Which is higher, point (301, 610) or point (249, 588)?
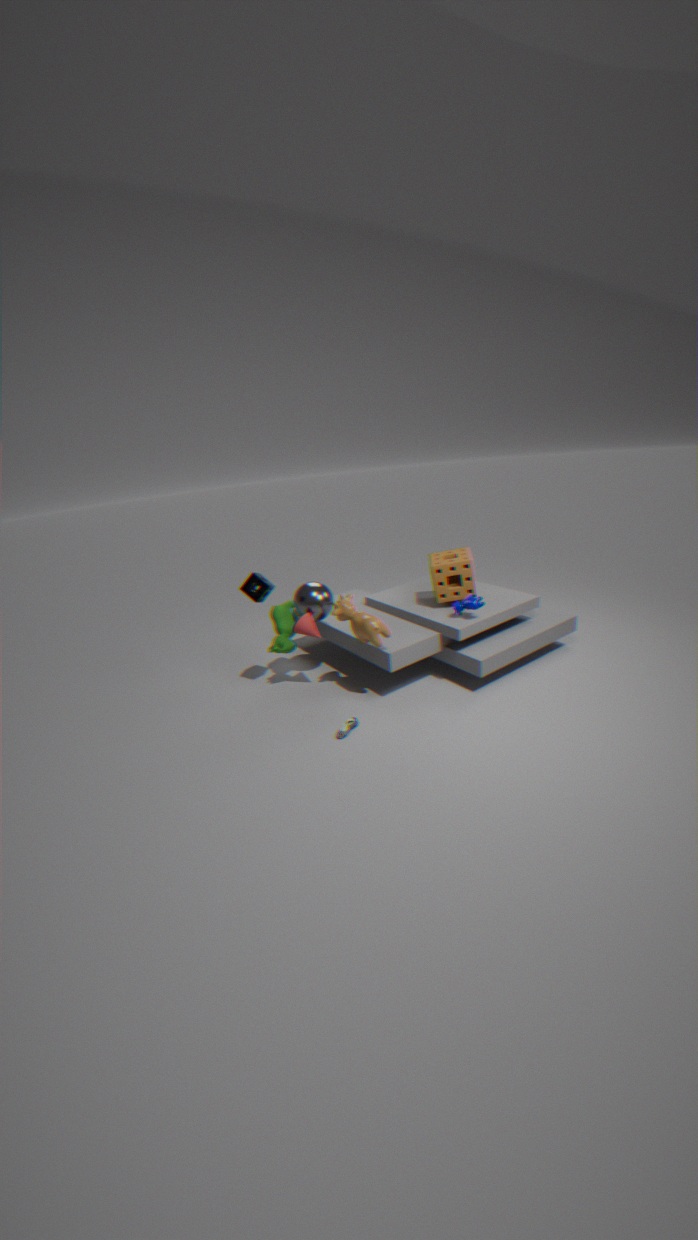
point (249, 588)
